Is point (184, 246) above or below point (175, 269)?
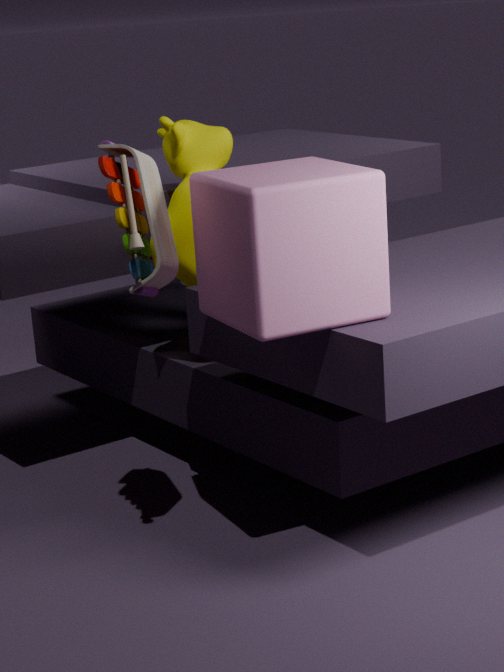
below
